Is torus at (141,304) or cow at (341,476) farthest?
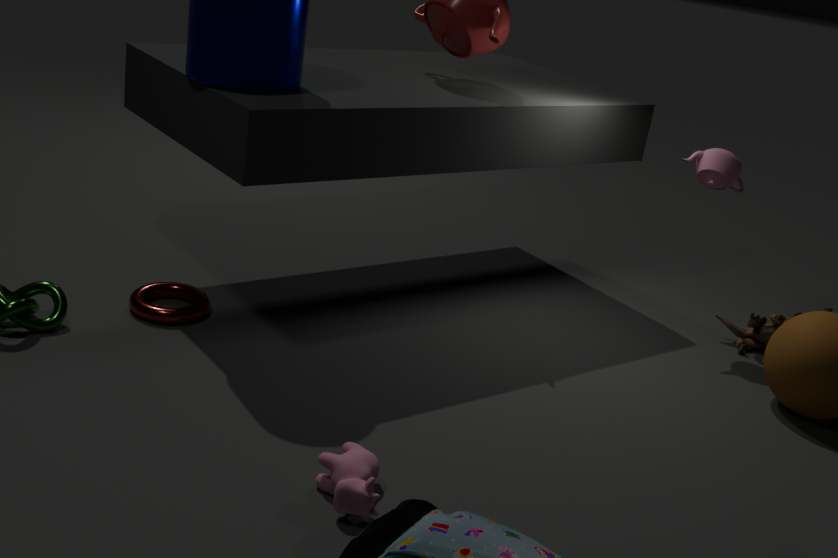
torus at (141,304)
